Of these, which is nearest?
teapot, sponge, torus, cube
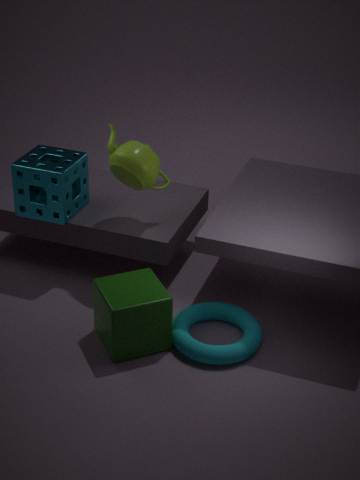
cube
